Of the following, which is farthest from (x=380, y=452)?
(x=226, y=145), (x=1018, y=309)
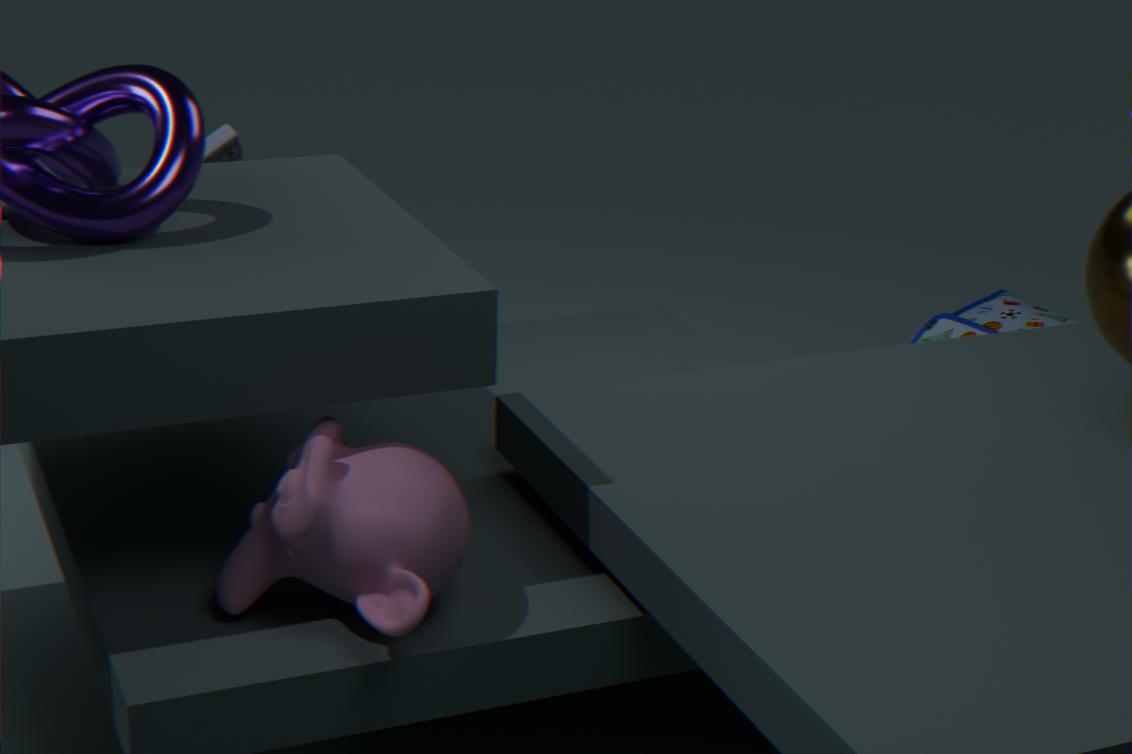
(x=1018, y=309)
